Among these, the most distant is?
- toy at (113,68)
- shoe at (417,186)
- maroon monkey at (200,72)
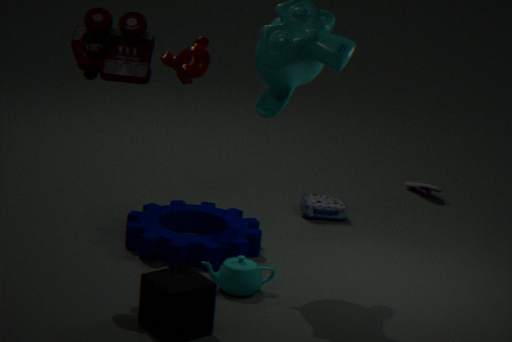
shoe at (417,186)
